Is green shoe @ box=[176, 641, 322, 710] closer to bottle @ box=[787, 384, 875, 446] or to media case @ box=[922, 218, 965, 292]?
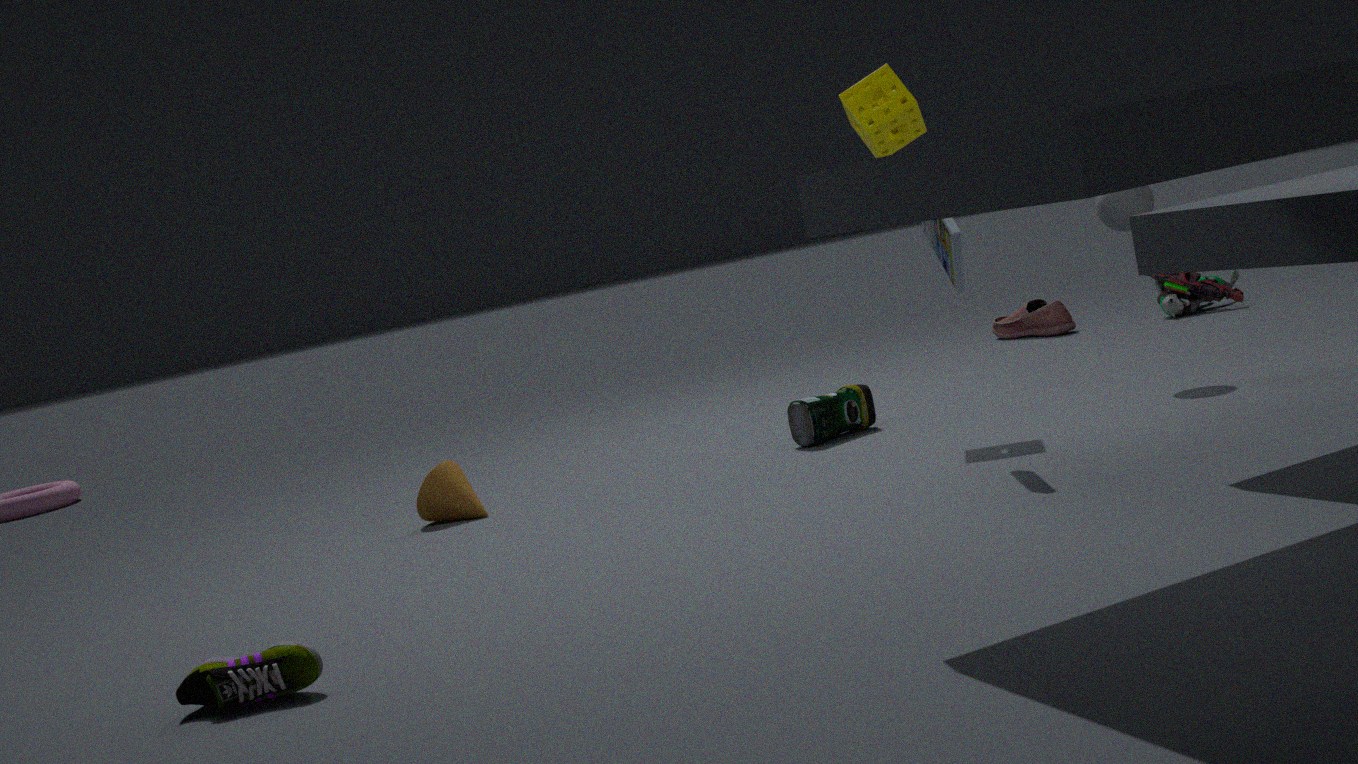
media case @ box=[922, 218, 965, 292]
